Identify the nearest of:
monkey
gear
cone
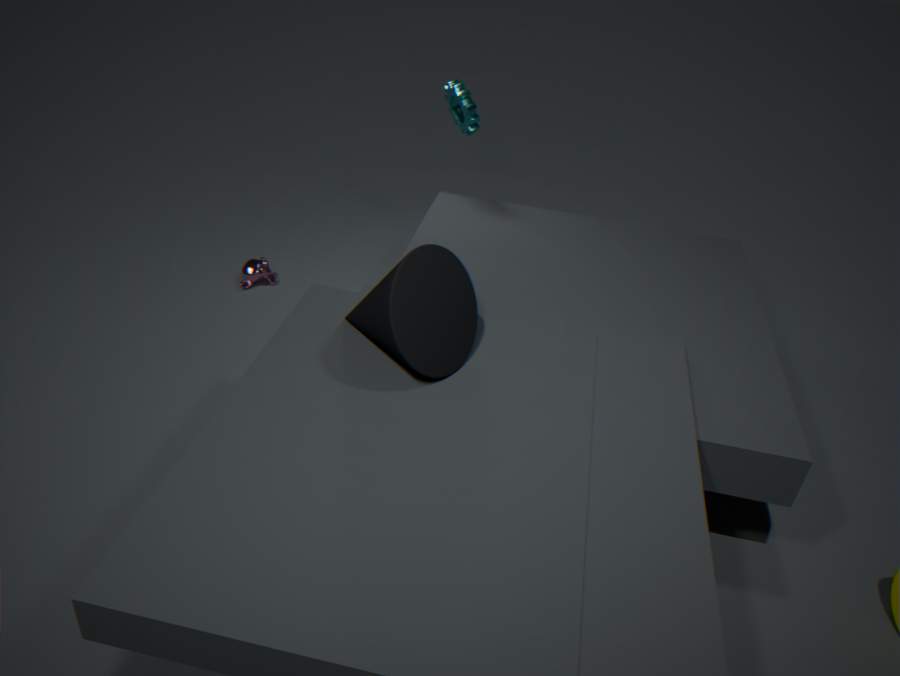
cone
